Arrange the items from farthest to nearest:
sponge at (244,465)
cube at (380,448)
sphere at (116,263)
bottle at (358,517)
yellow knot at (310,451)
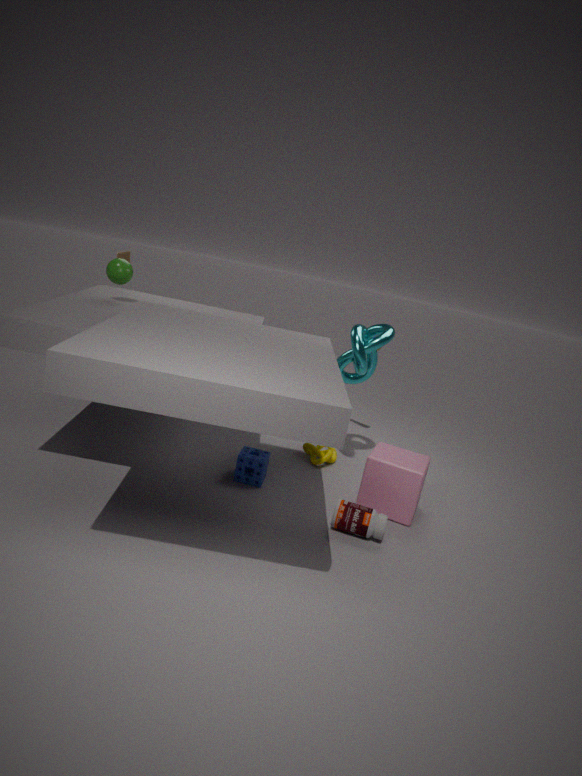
1. yellow knot at (310,451)
2. sphere at (116,263)
3. sponge at (244,465)
4. cube at (380,448)
5. bottle at (358,517)
